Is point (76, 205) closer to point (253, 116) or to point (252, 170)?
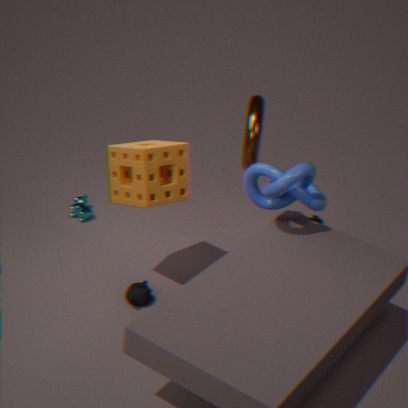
point (253, 116)
